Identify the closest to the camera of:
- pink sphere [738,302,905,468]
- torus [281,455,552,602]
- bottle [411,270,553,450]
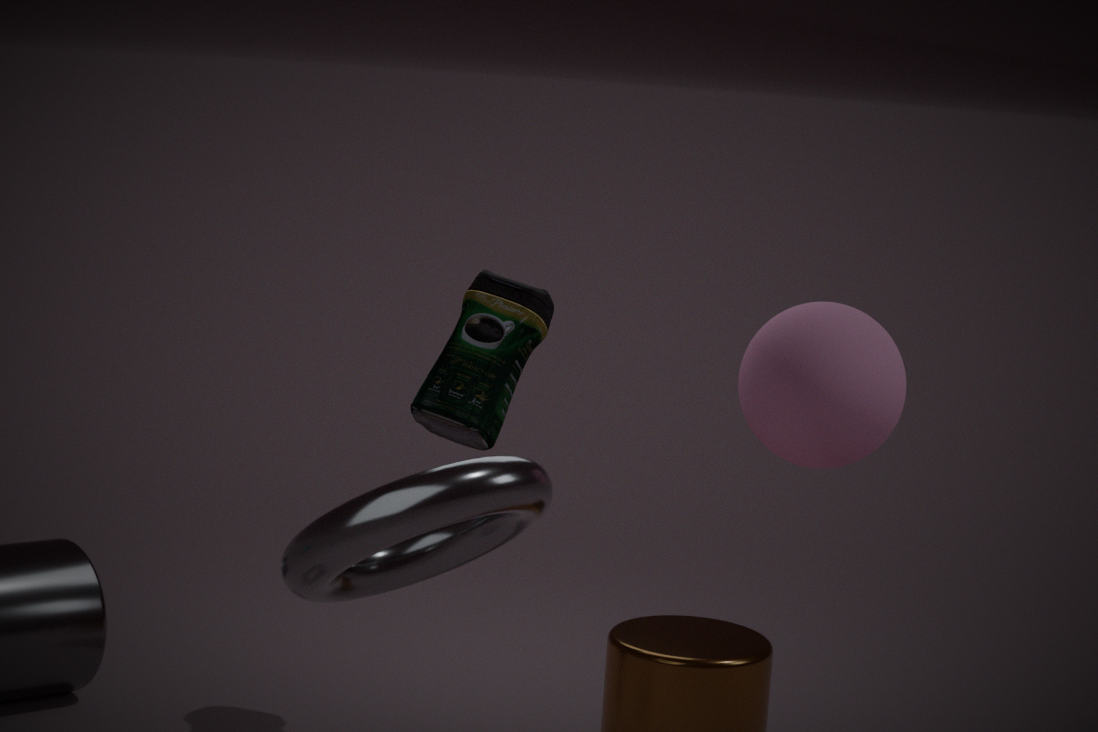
torus [281,455,552,602]
